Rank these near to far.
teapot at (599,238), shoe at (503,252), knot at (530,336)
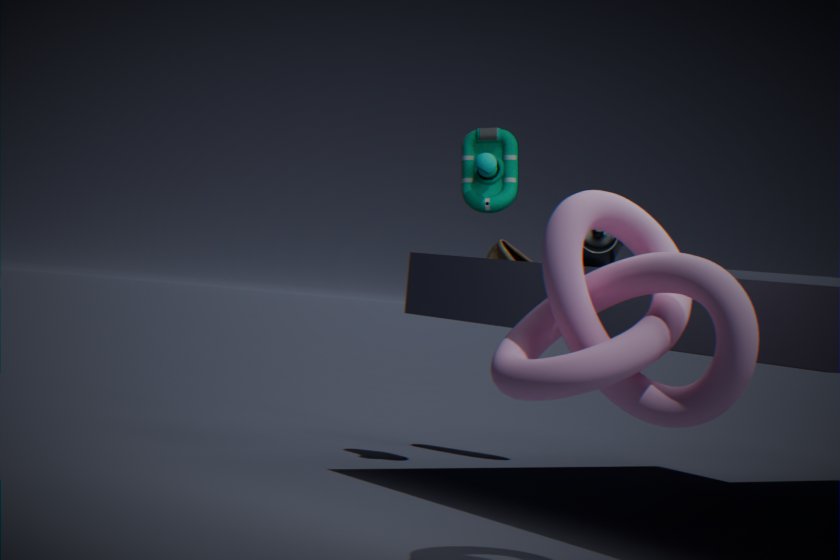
knot at (530,336)
teapot at (599,238)
shoe at (503,252)
